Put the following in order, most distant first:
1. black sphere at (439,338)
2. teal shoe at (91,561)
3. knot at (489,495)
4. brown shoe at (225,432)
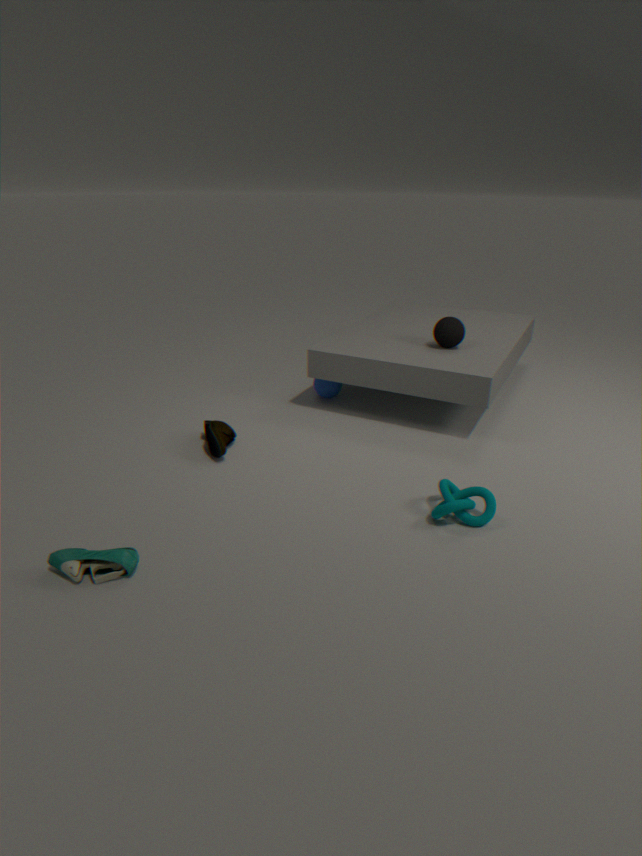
black sphere at (439,338)
brown shoe at (225,432)
knot at (489,495)
teal shoe at (91,561)
